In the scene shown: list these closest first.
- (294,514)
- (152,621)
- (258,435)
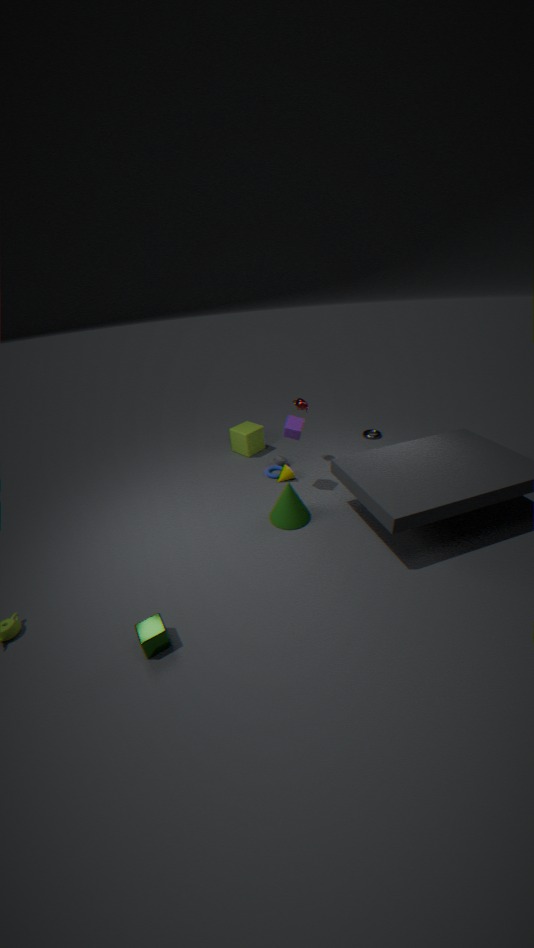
1. (152,621)
2. (294,514)
3. (258,435)
